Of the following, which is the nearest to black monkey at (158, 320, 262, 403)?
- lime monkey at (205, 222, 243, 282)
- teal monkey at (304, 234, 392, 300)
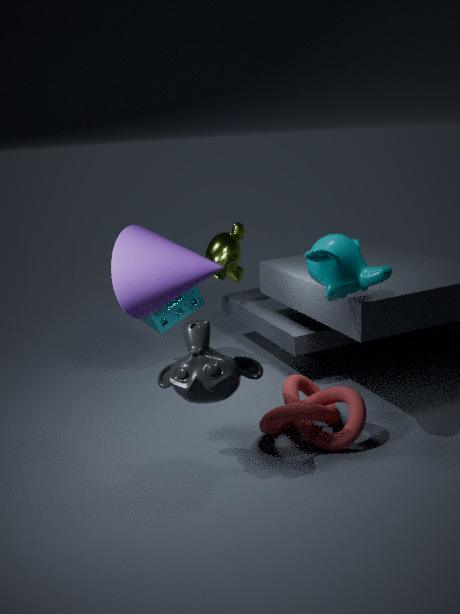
teal monkey at (304, 234, 392, 300)
